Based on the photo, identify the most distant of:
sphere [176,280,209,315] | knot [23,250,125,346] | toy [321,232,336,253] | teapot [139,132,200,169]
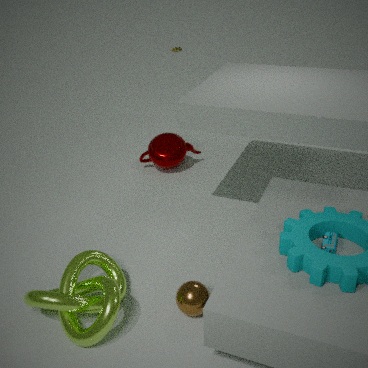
teapot [139,132,200,169]
